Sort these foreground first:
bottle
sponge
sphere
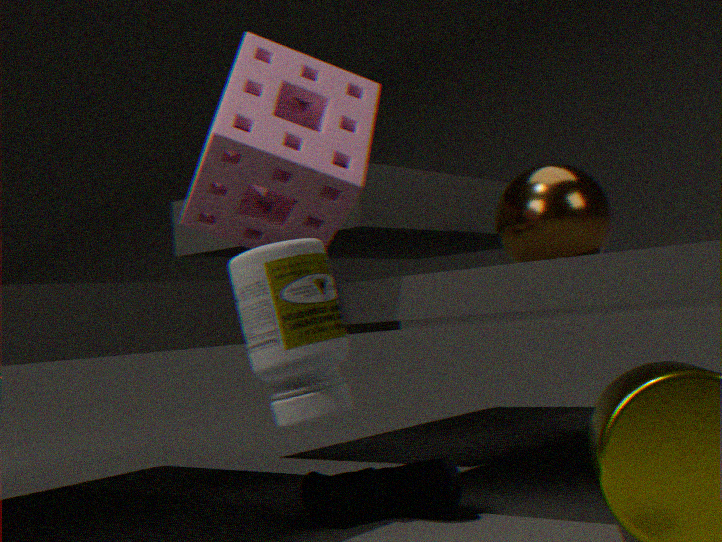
bottle < sponge < sphere
